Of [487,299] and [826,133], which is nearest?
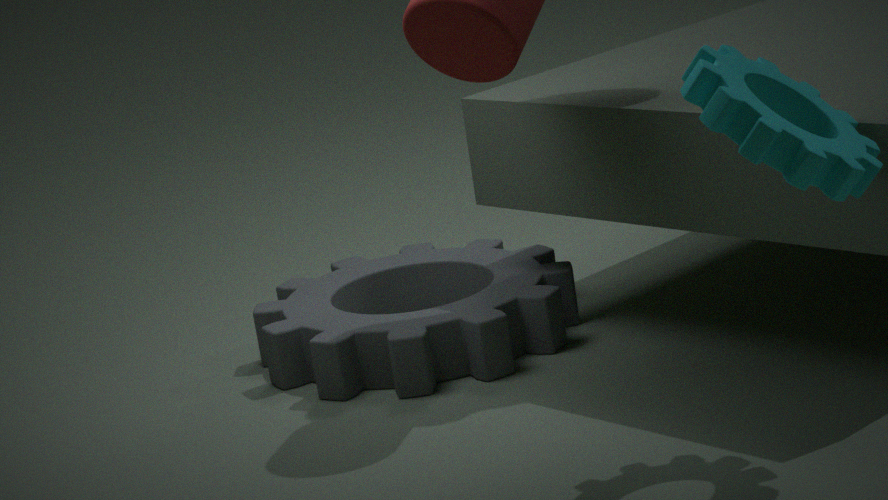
[826,133]
